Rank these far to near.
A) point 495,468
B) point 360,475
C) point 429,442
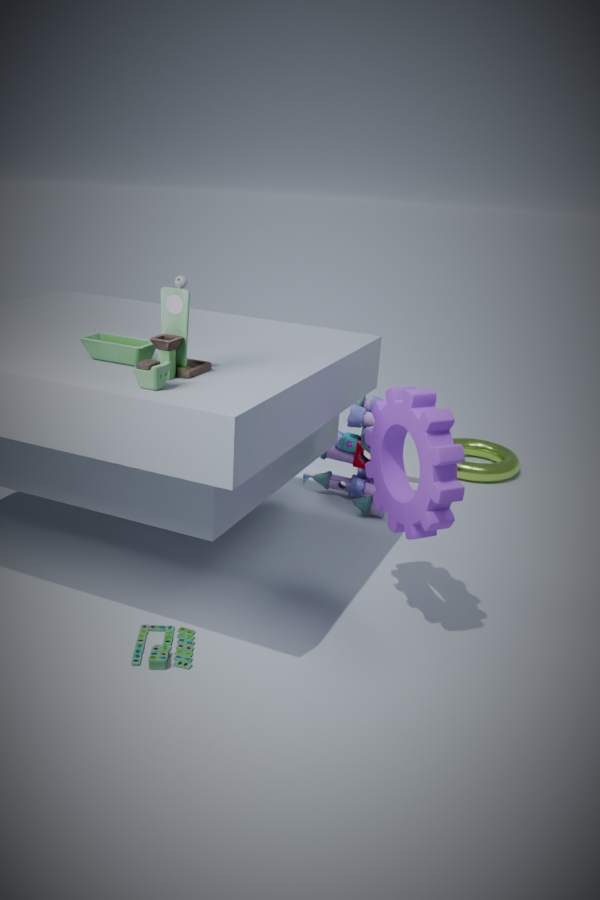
point 495,468 → point 360,475 → point 429,442
